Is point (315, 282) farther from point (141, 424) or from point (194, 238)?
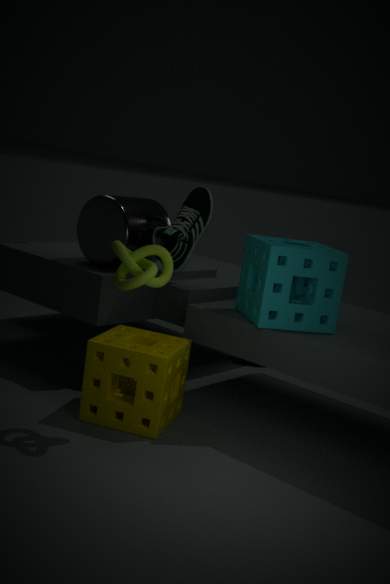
point (141, 424)
